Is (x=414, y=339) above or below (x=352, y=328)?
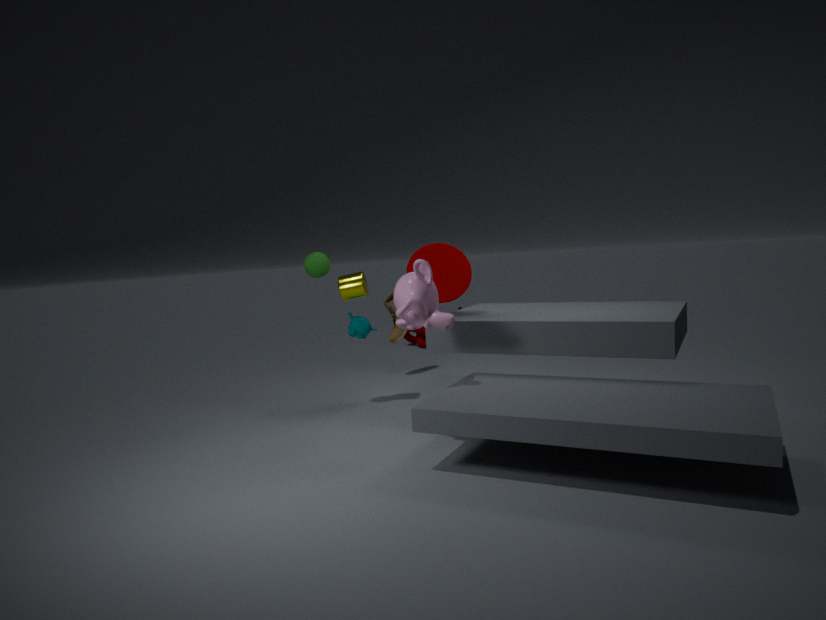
below
